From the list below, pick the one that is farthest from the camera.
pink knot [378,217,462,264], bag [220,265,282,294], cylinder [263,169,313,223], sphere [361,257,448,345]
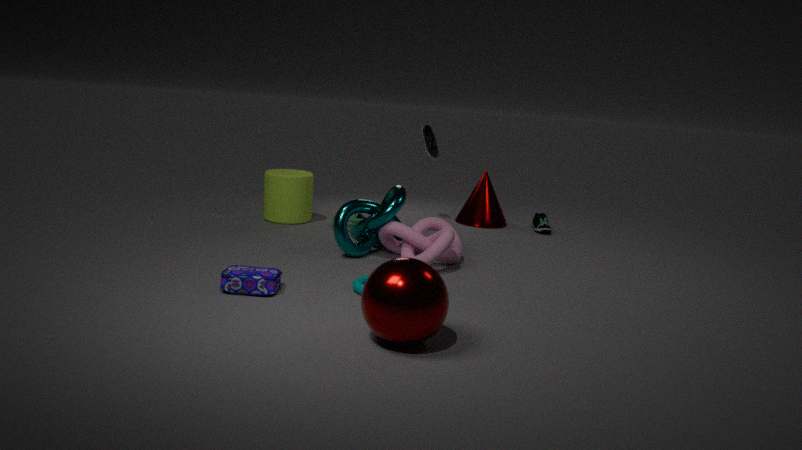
cylinder [263,169,313,223]
